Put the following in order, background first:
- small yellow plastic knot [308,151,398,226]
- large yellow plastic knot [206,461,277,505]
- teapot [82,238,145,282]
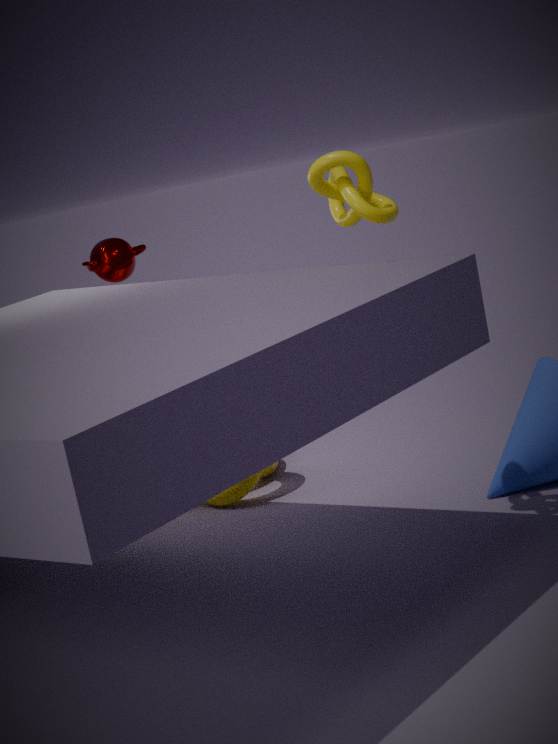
teapot [82,238,145,282]
large yellow plastic knot [206,461,277,505]
small yellow plastic knot [308,151,398,226]
